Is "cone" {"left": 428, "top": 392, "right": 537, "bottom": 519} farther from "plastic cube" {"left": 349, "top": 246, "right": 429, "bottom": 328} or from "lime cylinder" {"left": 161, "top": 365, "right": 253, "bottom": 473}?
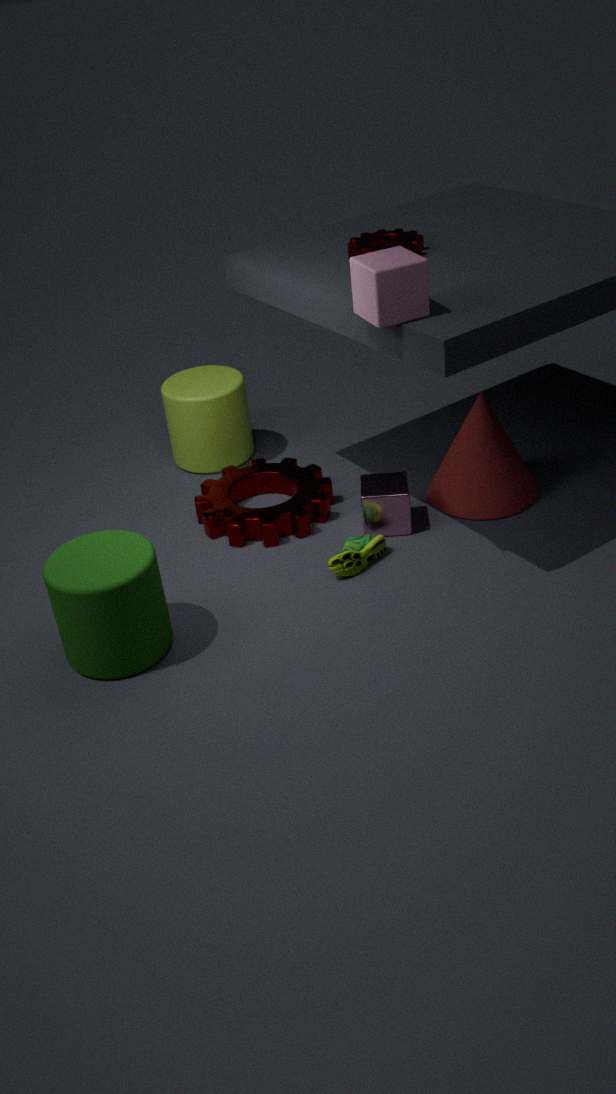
"lime cylinder" {"left": 161, "top": 365, "right": 253, "bottom": 473}
